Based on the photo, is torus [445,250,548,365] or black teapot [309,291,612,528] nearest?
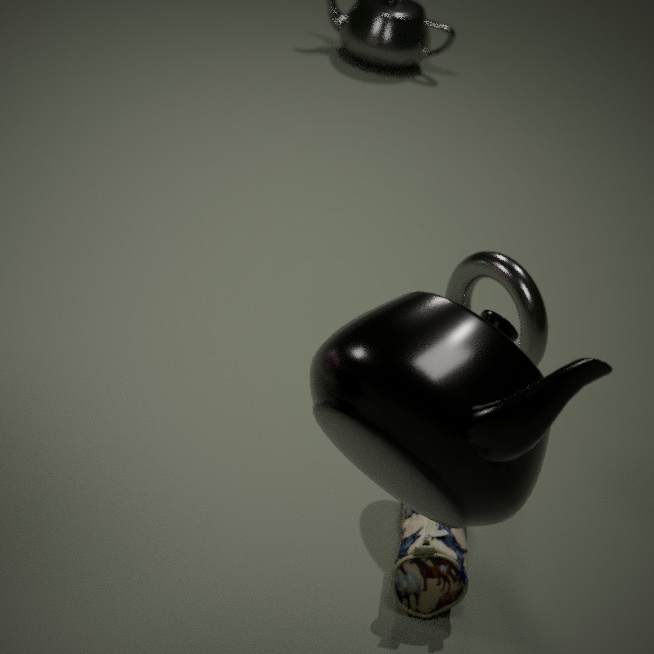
black teapot [309,291,612,528]
